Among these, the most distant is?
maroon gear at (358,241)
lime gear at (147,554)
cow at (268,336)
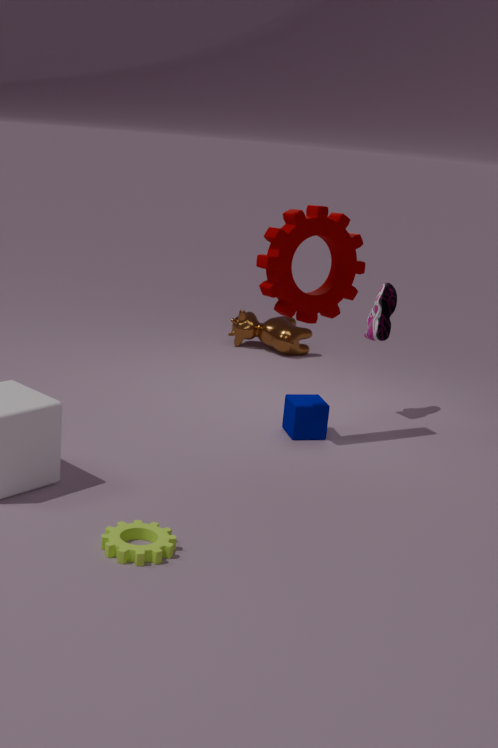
cow at (268,336)
